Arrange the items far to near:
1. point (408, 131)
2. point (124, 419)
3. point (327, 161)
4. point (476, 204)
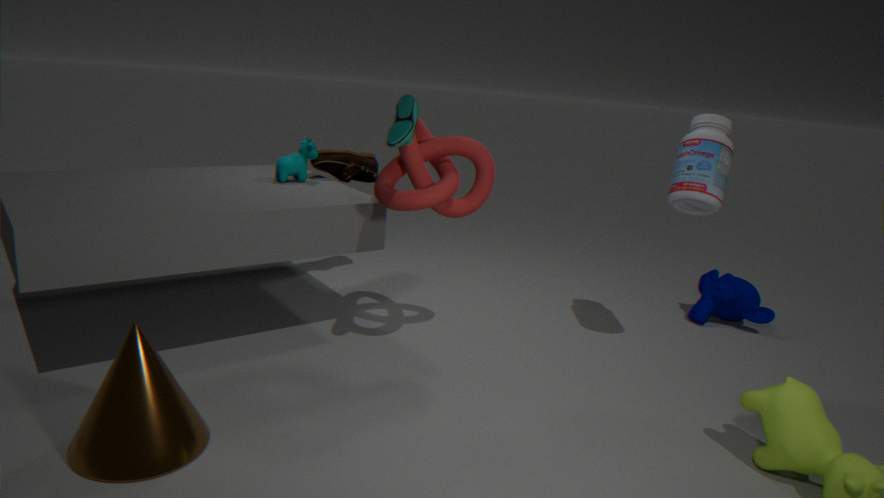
1. point (327, 161)
2. point (476, 204)
3. point (408, 131)
4. point (124, 419)
